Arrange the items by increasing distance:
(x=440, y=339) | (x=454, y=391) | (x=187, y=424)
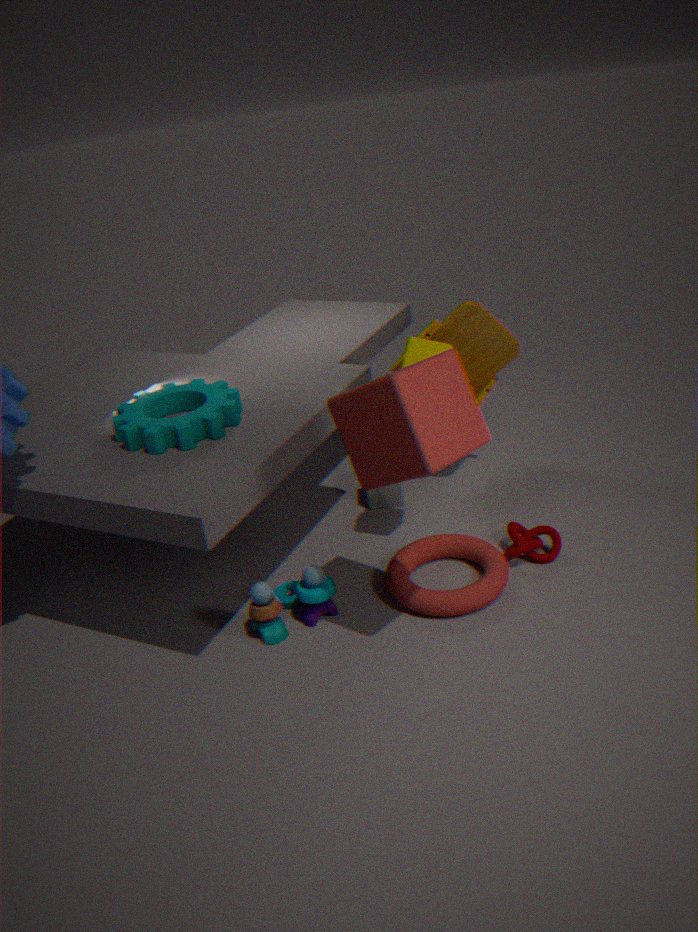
(x=454, y=391) → (x=187, y=424) → (x=440, y=339)
